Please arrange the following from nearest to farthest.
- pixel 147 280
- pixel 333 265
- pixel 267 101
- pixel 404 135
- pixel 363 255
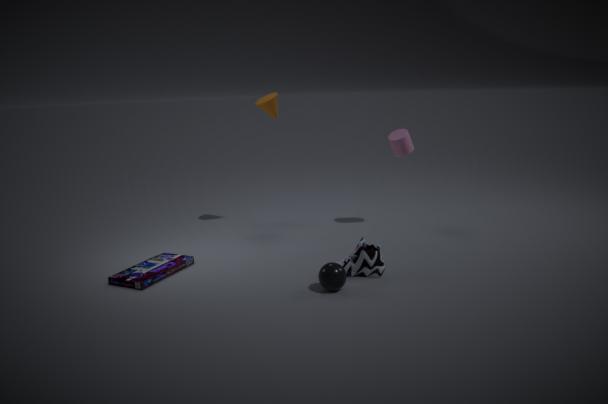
pixel 333 265 → pixel 363 255 → pixel 147 280 → pixel 404 135 → pixel 267 101
